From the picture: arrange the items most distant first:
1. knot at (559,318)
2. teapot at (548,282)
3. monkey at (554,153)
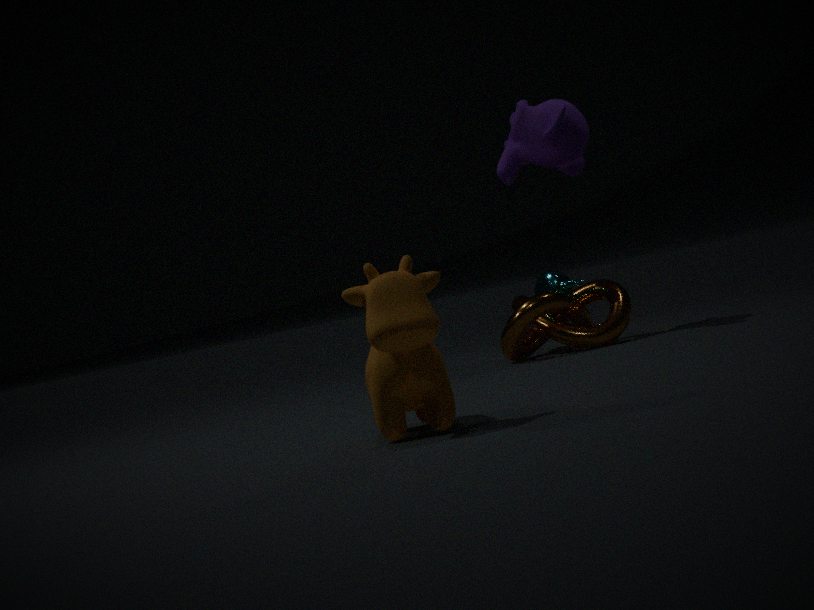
→ teapot at (548,282), monkey at (554,153), knot at (559,318)
